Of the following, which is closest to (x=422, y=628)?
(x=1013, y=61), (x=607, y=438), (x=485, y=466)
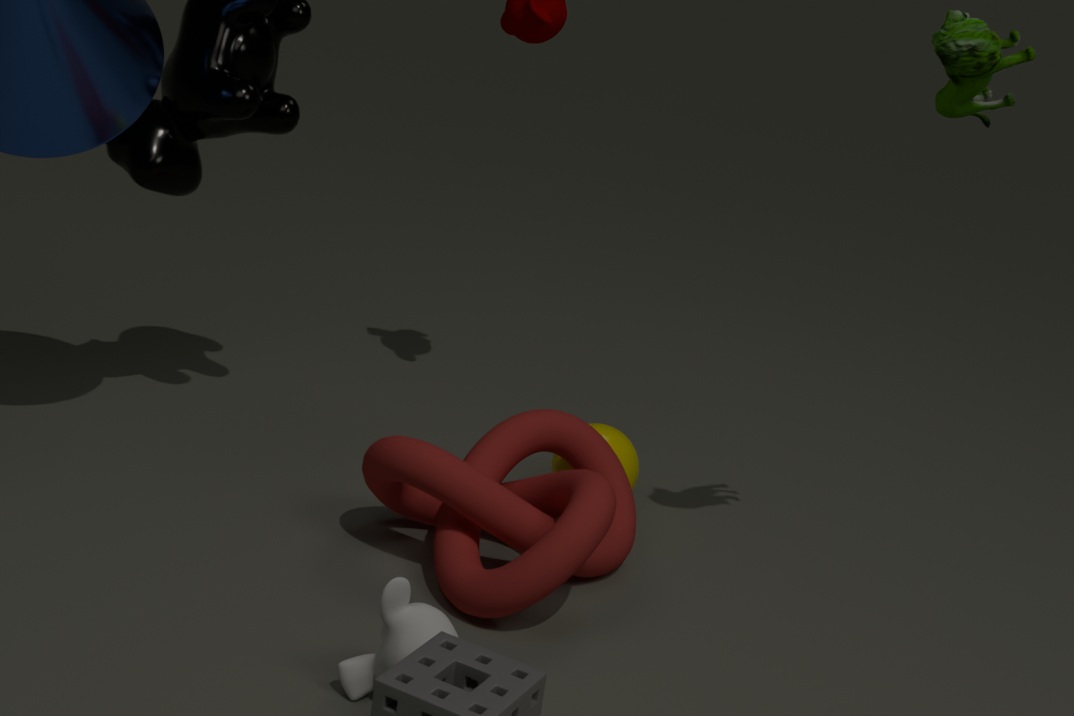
(x=485, y=466)
